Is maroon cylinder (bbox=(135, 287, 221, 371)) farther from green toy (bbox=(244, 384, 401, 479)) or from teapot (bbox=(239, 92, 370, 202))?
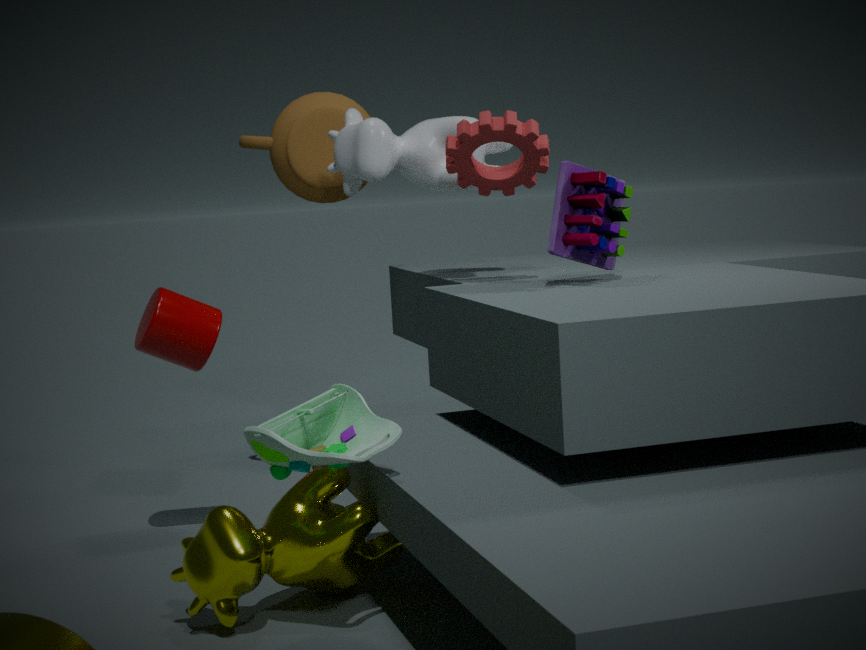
green toy (bbox=(244, 384, 401, 479))
